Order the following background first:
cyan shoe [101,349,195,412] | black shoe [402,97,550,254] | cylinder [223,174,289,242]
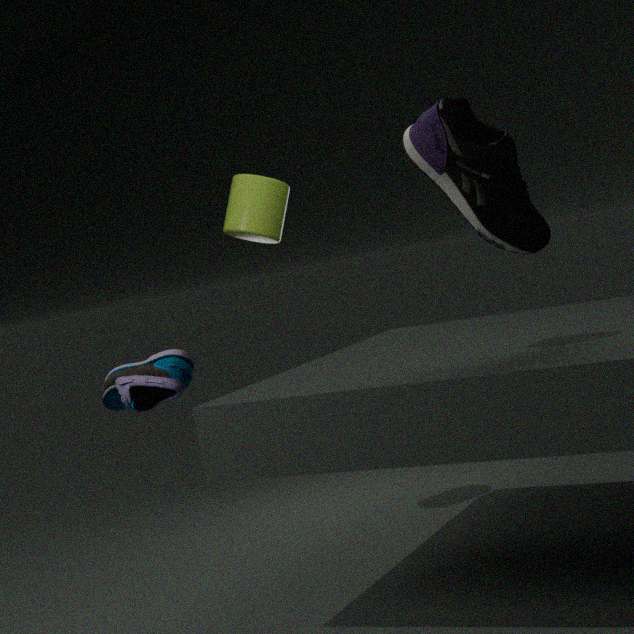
cylinder [223,174,289,242], black shoe [402,97,550,254], cyan shoe [101,349,195,412]
